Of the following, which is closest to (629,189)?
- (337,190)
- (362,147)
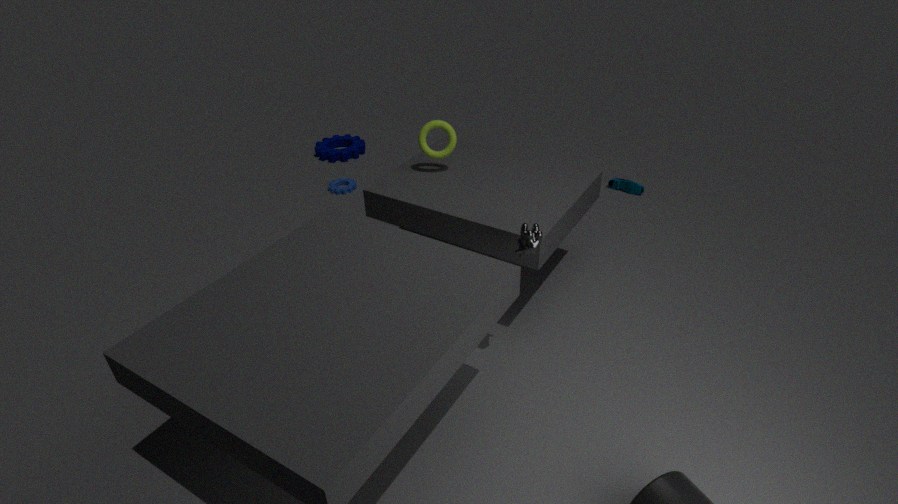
(337,190)
